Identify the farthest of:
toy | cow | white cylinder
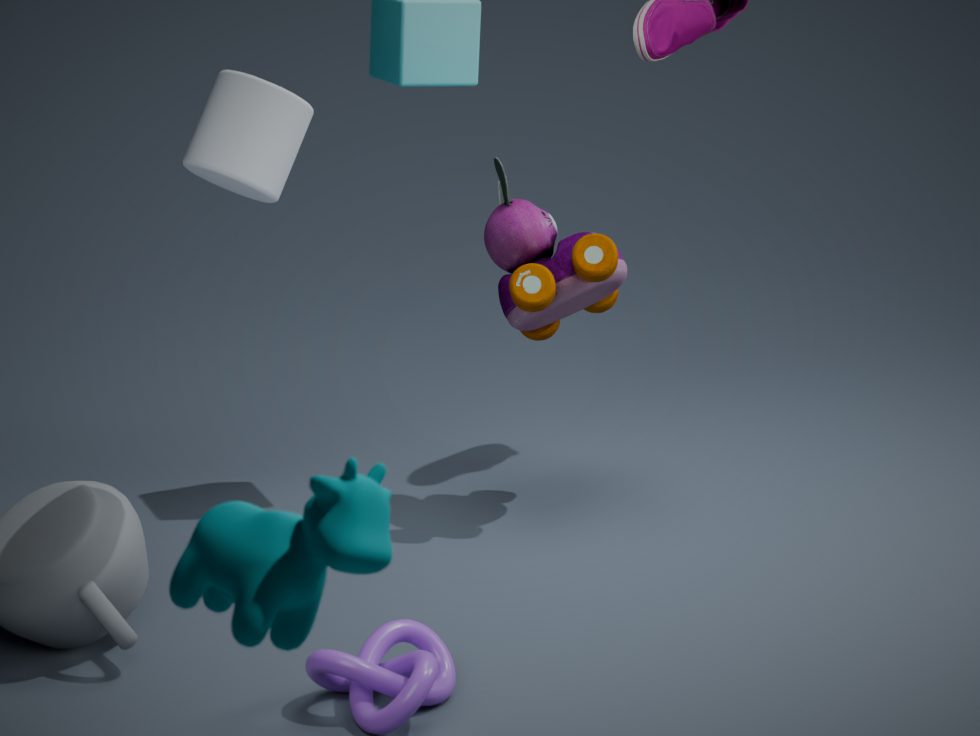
toy
